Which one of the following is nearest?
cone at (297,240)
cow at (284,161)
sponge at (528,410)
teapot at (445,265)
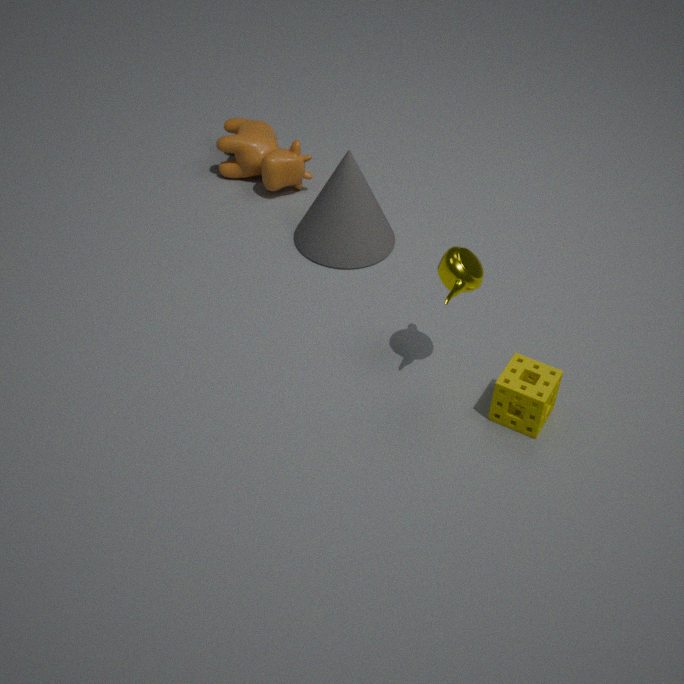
teapot at (445,265)
